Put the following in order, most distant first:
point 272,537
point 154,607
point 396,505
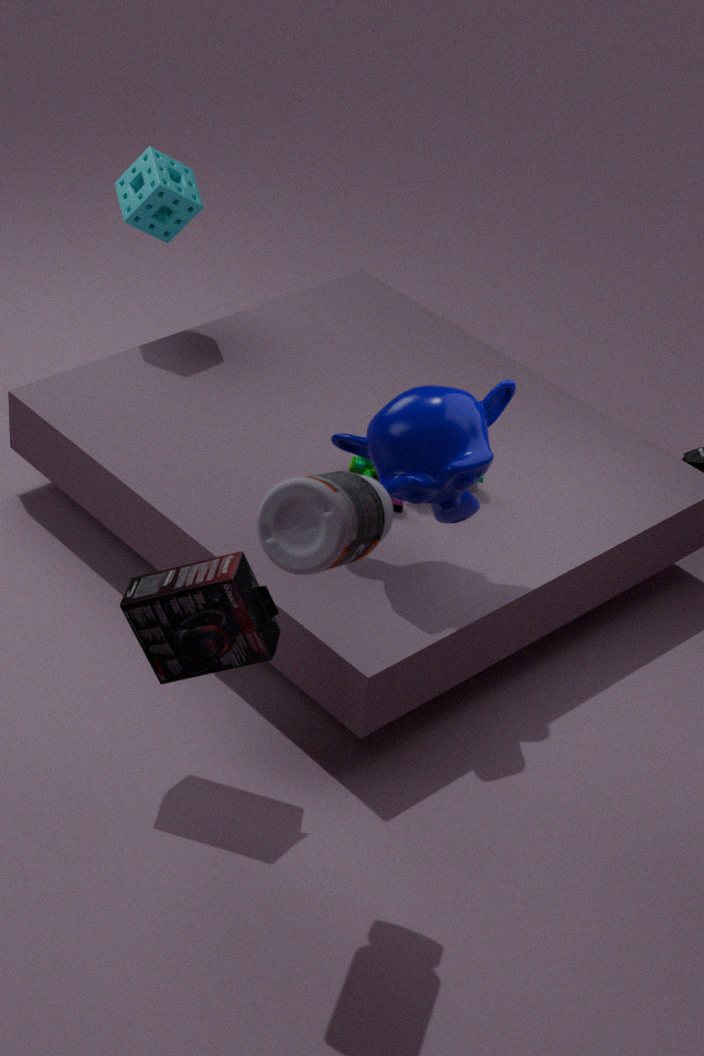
1. point 396,505
2. point 154,607
3. point 272,537
